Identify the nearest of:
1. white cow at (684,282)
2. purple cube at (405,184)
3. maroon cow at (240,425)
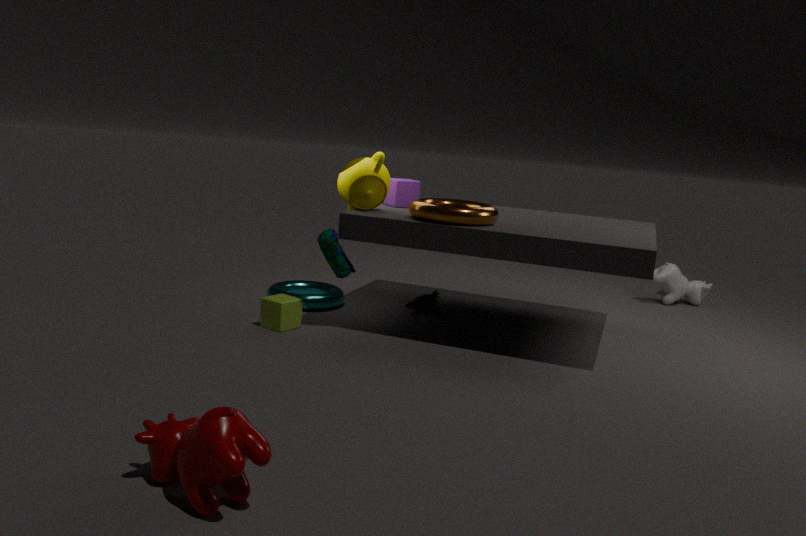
maroon cow at (240,425)
